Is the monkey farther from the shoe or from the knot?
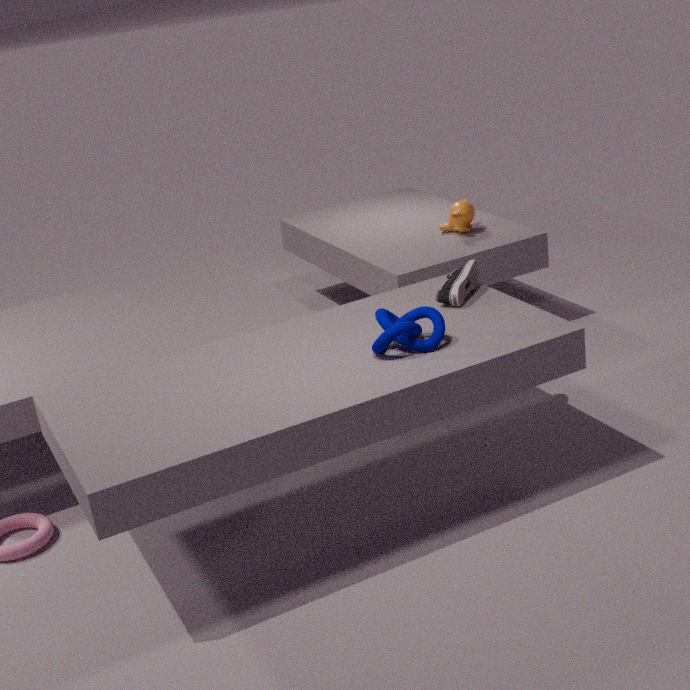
the knot
